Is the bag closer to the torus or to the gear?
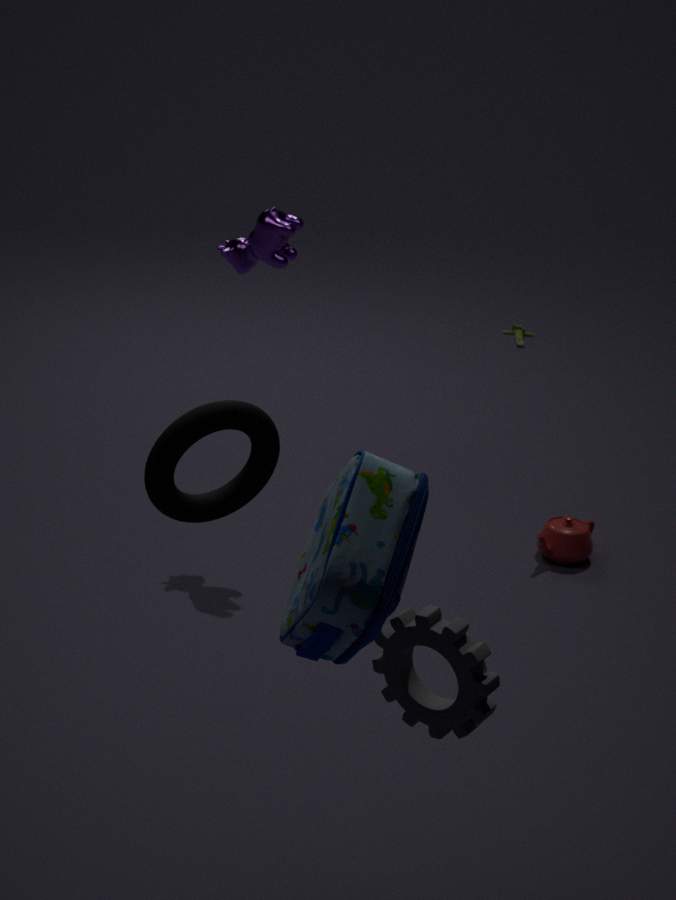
the gear
